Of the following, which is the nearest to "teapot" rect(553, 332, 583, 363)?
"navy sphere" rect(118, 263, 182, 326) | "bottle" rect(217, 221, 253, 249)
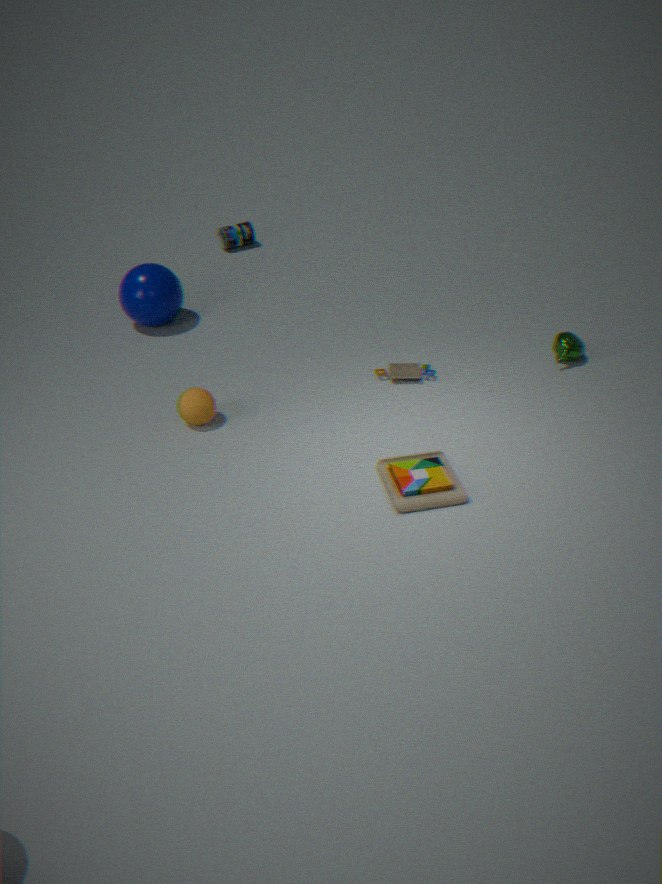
"navy sphere" rect(118, 263, 182, 326)
